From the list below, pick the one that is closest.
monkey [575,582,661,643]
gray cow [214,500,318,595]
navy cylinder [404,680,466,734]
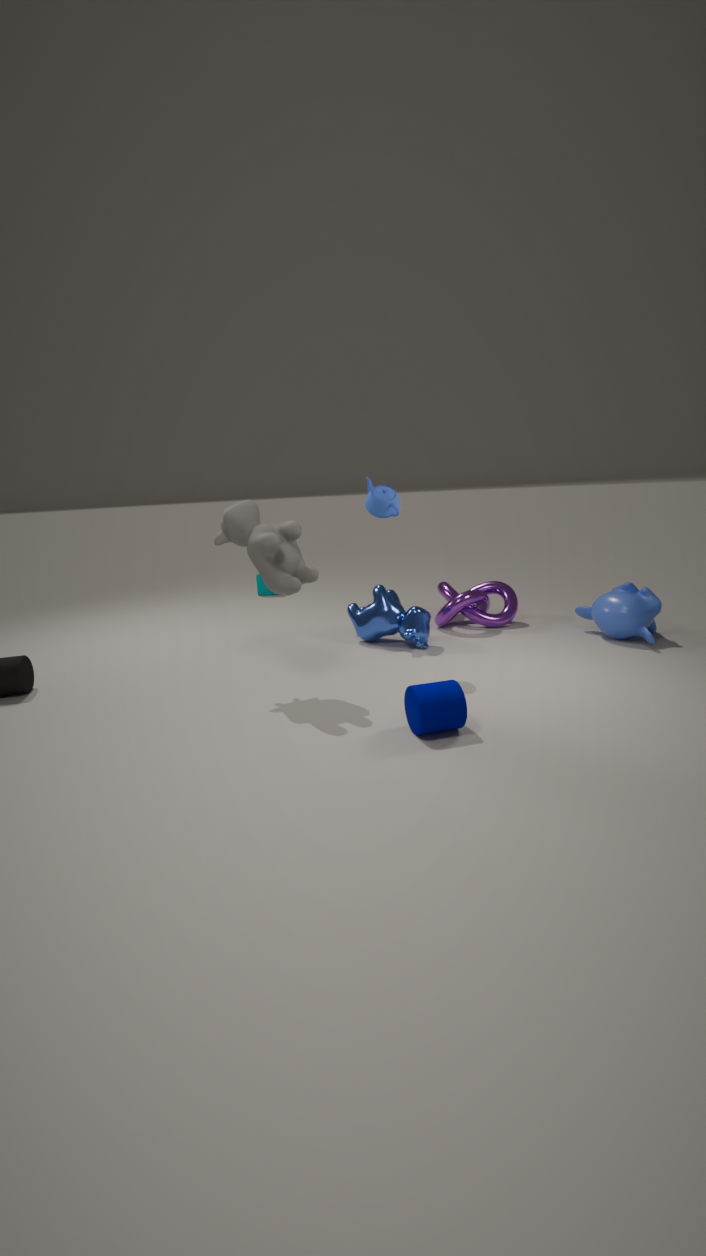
navy cylinder [404,680,466,734]
